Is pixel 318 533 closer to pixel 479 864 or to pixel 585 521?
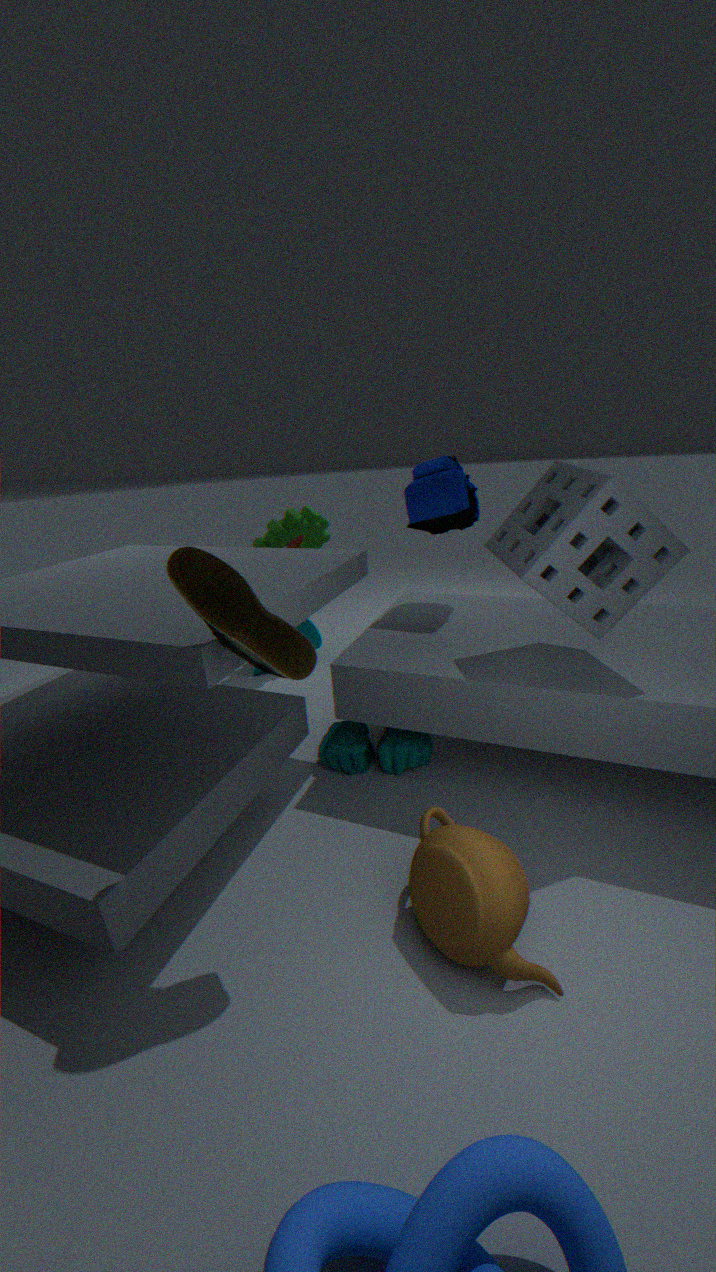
pixel 585 521
